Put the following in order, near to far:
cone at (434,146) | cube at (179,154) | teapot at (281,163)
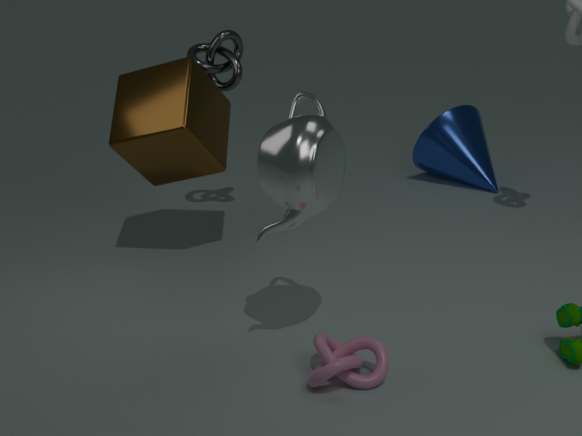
1. teapot at (281,163)
2. cube at (179,154)
3. cone at (434,146)
